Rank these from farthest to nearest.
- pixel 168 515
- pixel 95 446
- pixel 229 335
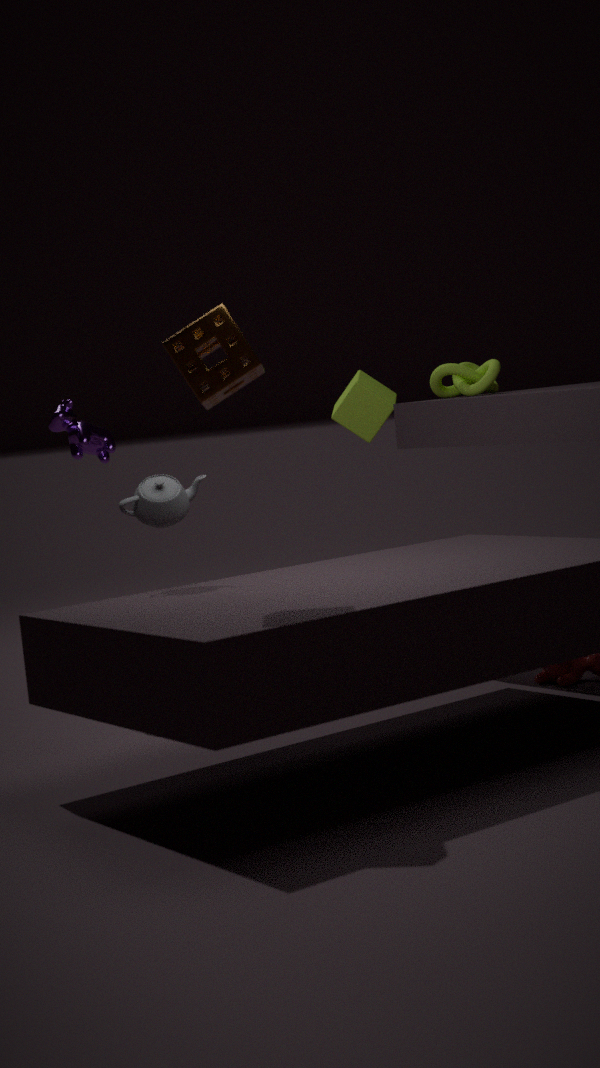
pixel 95 446 → pixel 168 515 → pixel 229 335
